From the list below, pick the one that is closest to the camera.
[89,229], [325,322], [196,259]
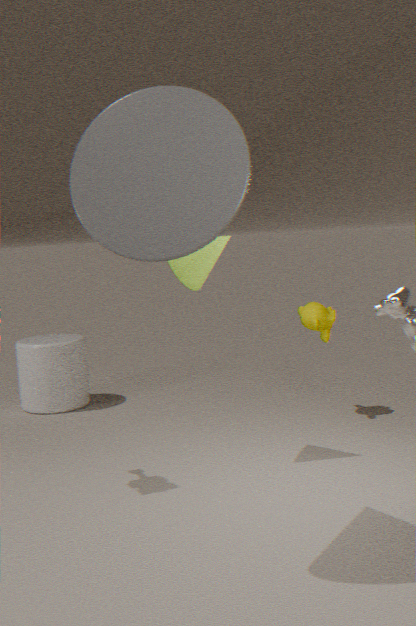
[89,229]
